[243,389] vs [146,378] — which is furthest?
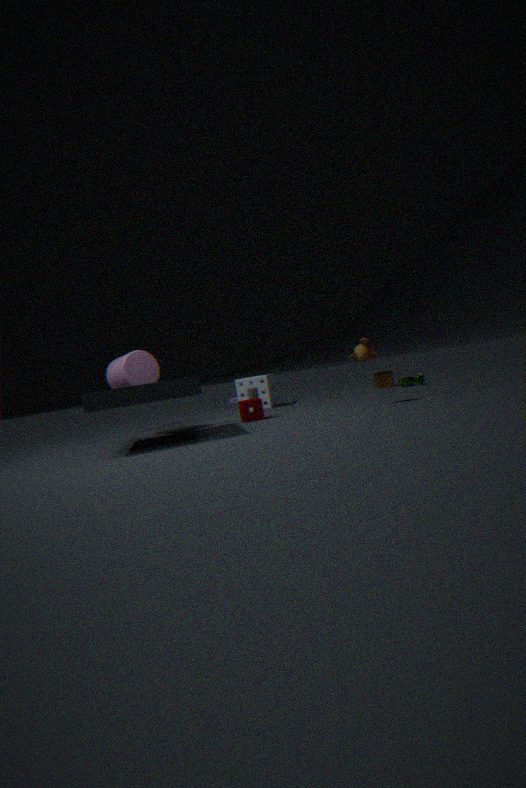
[243,389]
